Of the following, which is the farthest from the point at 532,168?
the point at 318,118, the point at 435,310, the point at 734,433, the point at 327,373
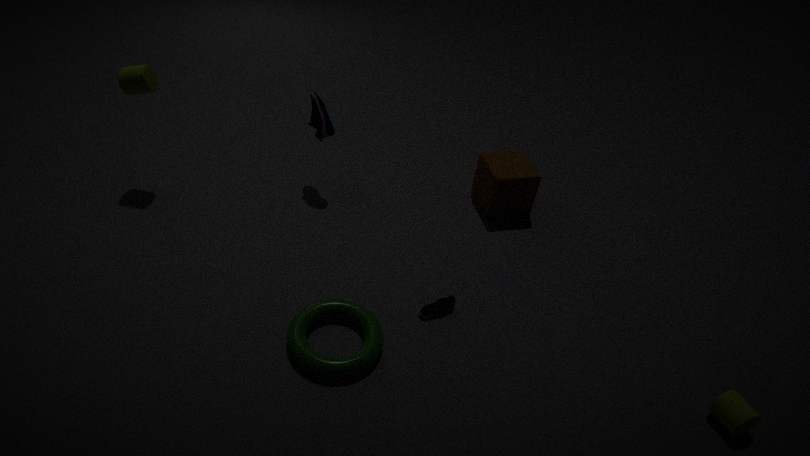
the point at 734,433
